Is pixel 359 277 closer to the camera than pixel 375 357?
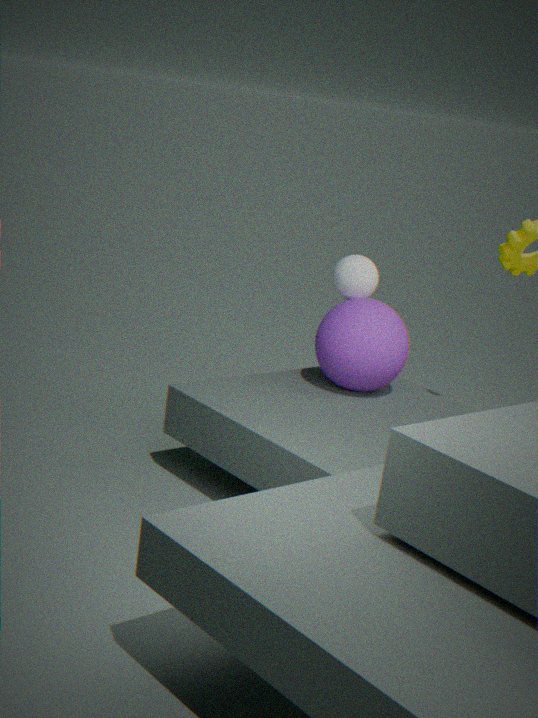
No
